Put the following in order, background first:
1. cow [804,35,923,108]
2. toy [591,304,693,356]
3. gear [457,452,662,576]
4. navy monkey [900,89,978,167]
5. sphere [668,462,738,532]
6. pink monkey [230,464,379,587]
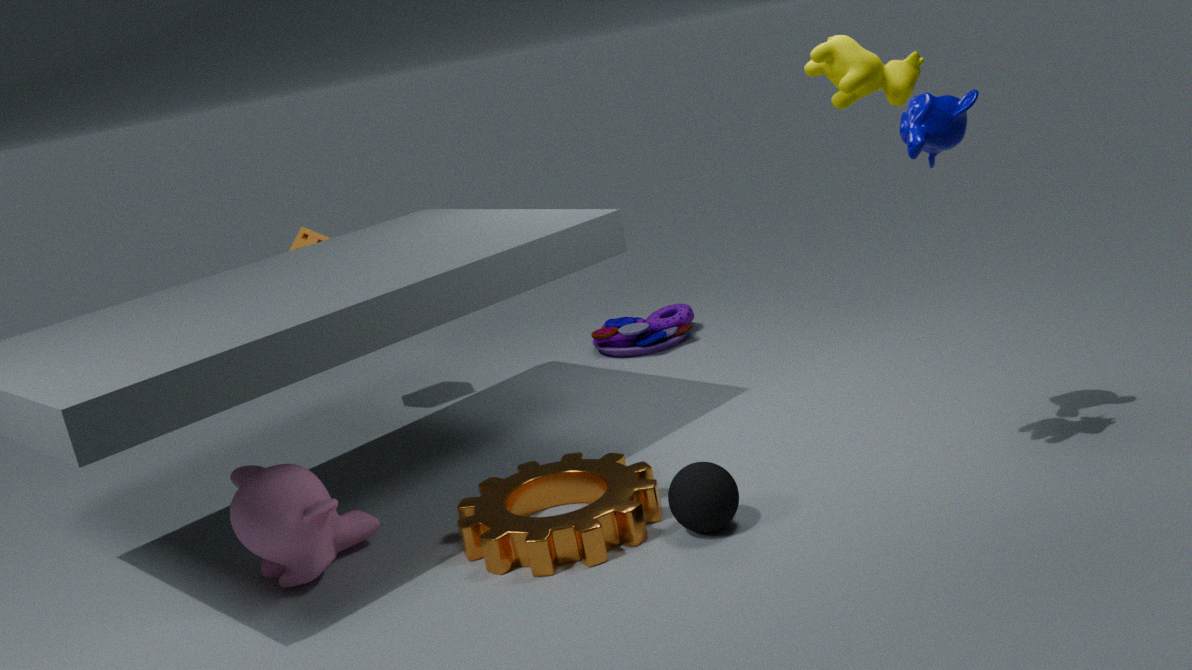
toy [591,304,693,356], pink monkey [230,464,379,587], gear [457,452,662,576], sphere [668,462,738,532], navy monkey [900,89,978,167], cow [804,35,923,108]
